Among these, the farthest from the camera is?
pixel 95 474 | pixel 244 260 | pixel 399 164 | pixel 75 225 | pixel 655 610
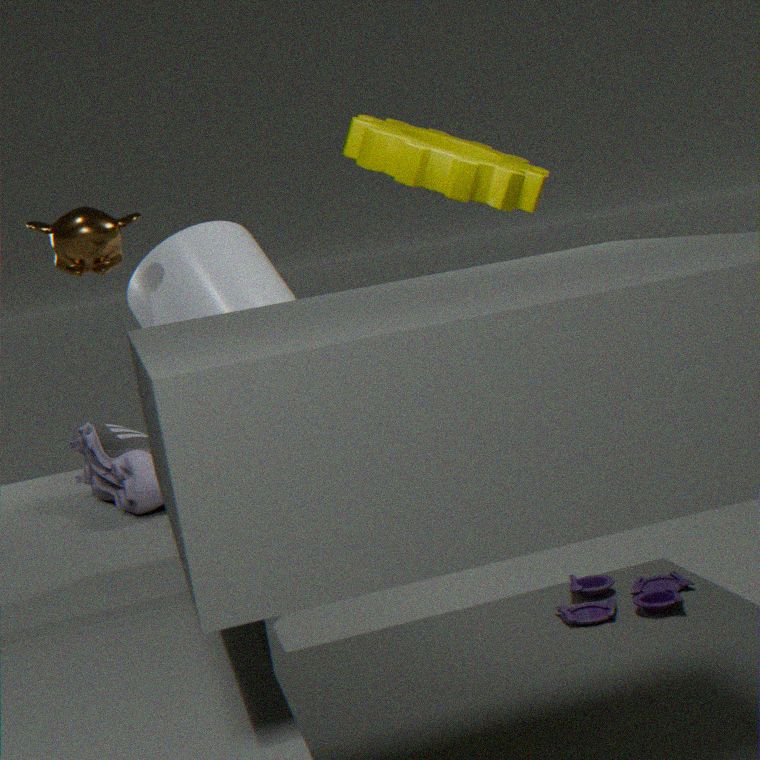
pixel 399 164
